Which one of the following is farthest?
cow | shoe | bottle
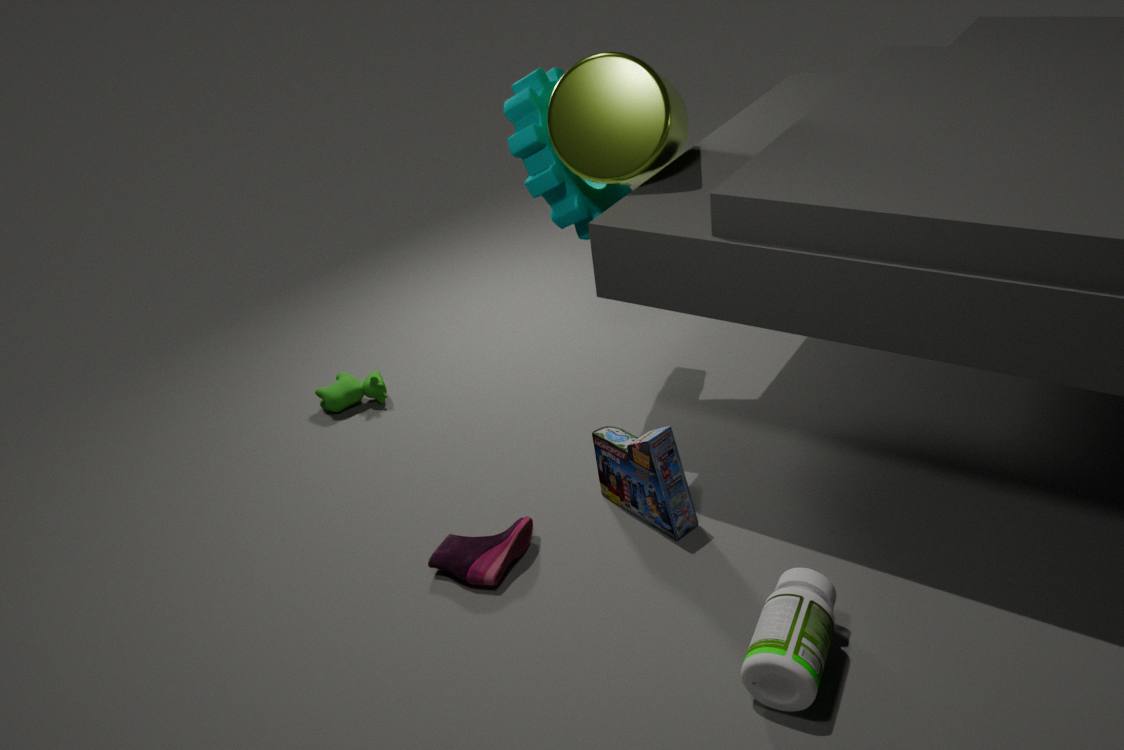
cow
